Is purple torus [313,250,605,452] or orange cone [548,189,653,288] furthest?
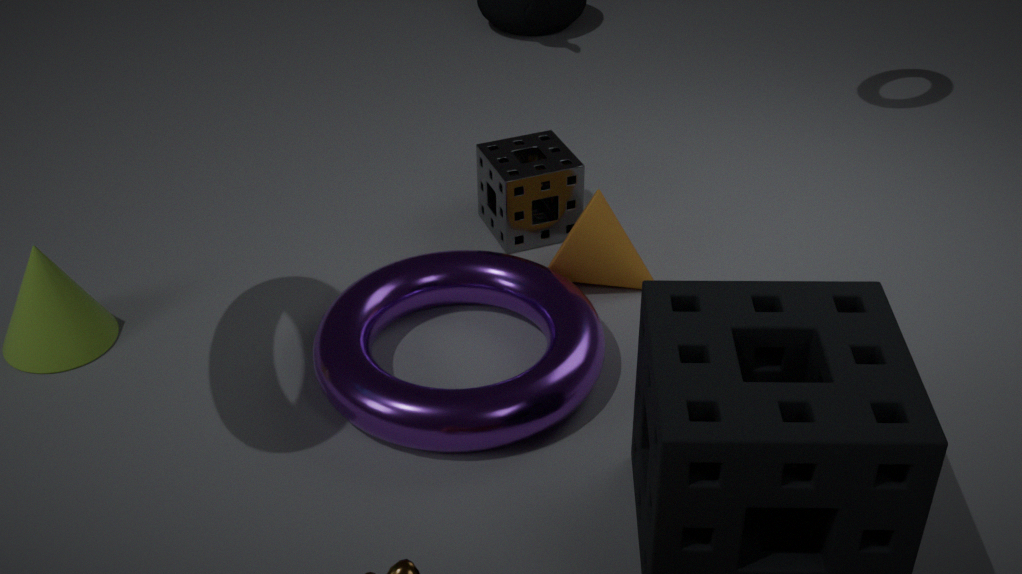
orange cone [548,189,653,288]
